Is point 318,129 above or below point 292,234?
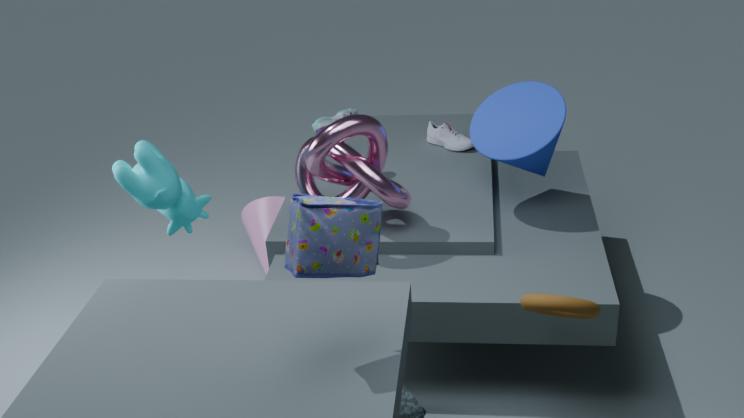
below
